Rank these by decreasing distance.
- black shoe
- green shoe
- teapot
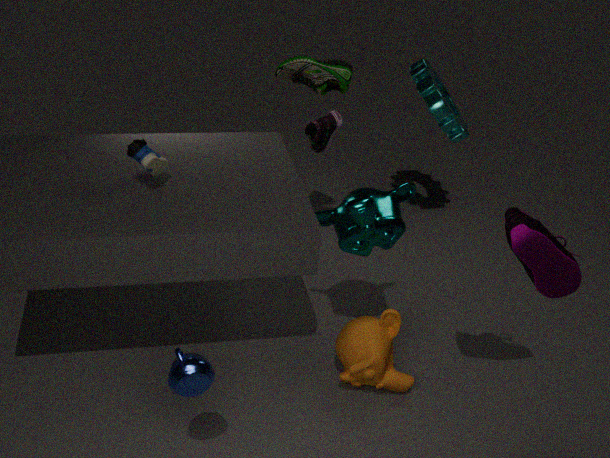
green shoe
black shoe
teapot
